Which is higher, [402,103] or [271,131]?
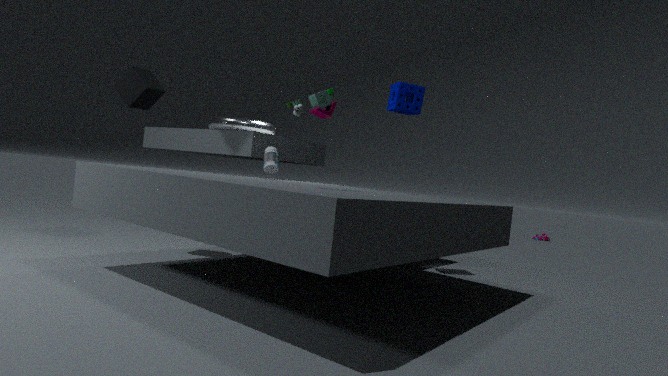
[402,103]
